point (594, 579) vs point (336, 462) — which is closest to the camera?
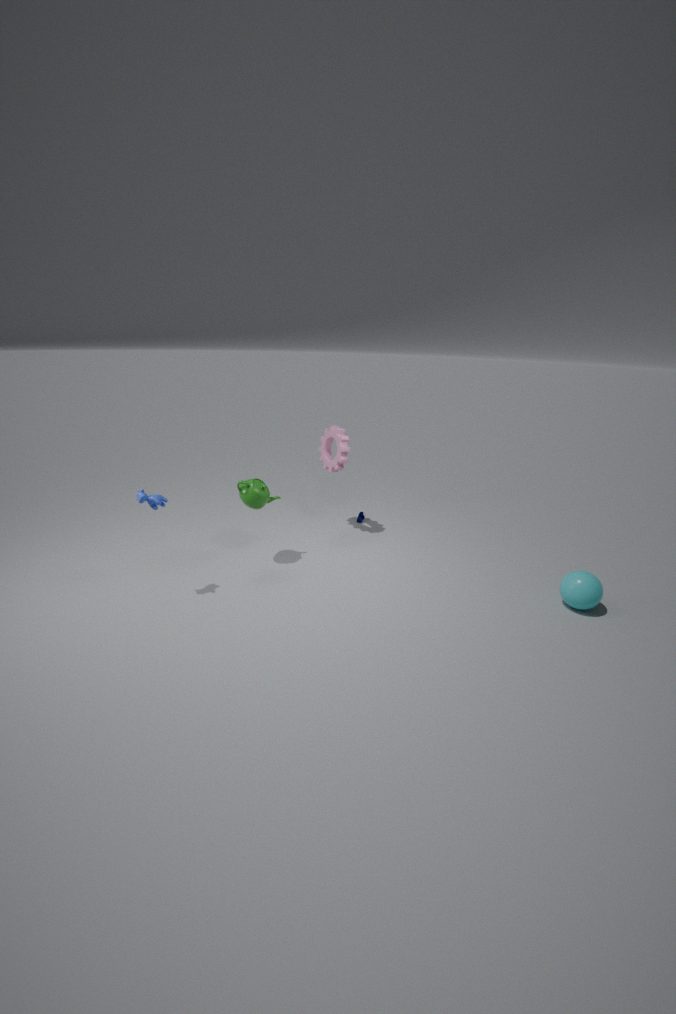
point (594, 579)
